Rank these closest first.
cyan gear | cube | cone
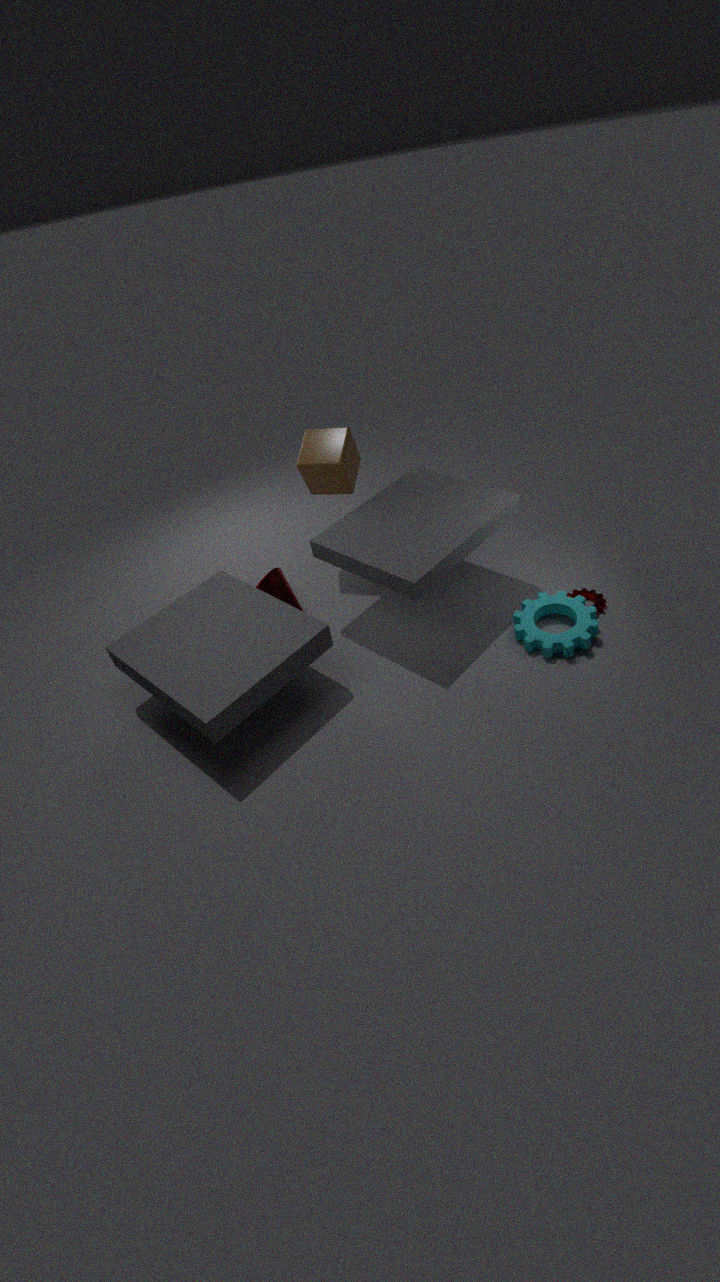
cyan gear < cone < cube
